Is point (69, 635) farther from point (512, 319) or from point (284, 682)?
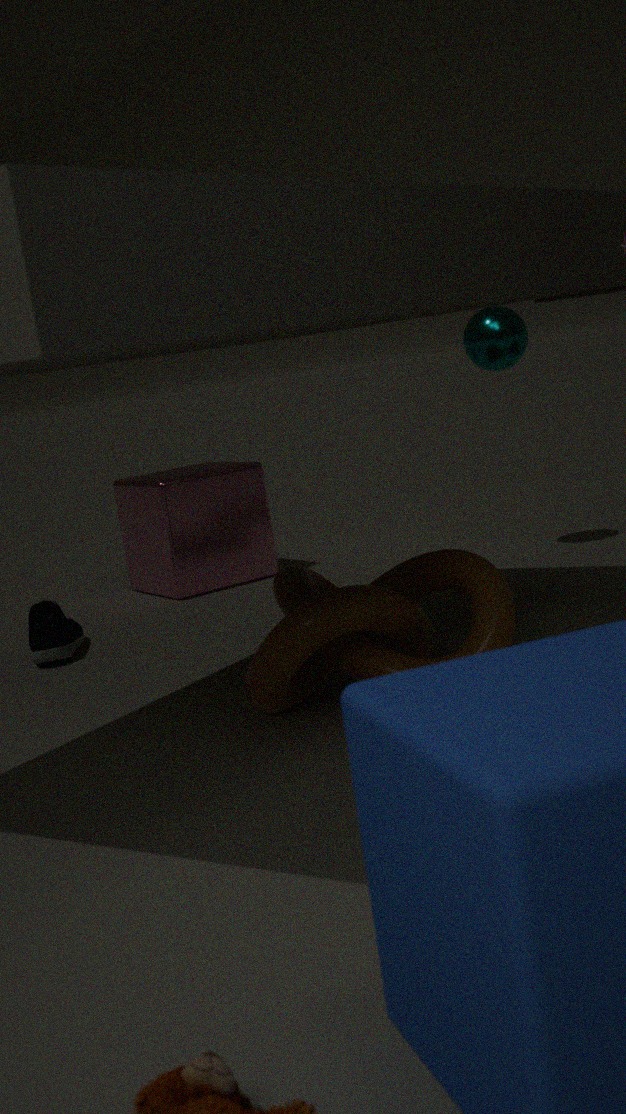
point (512, 319)
